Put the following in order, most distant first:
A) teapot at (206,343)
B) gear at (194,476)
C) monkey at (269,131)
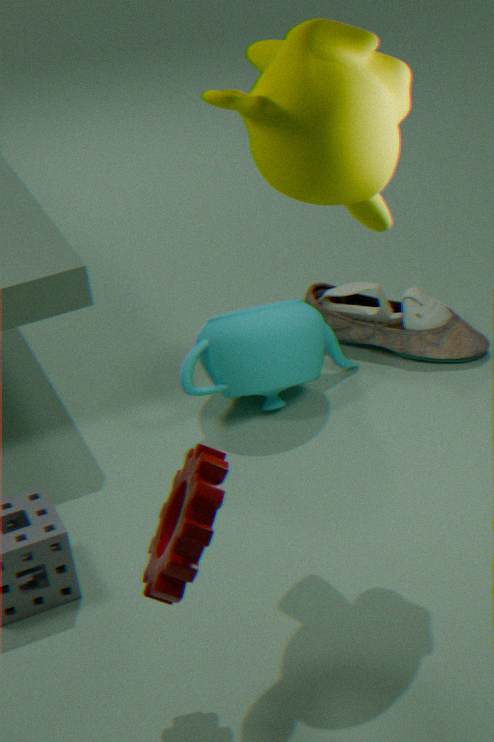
teapot at (206,343) < monkey at (269,131) < gear at (194,476)
